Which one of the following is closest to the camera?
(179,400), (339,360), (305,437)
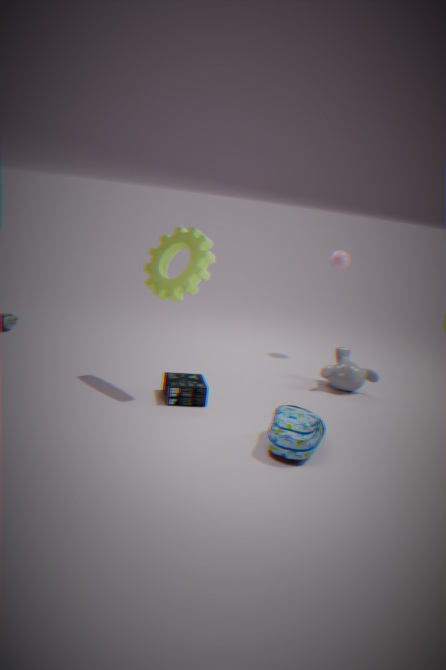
(305,437)
